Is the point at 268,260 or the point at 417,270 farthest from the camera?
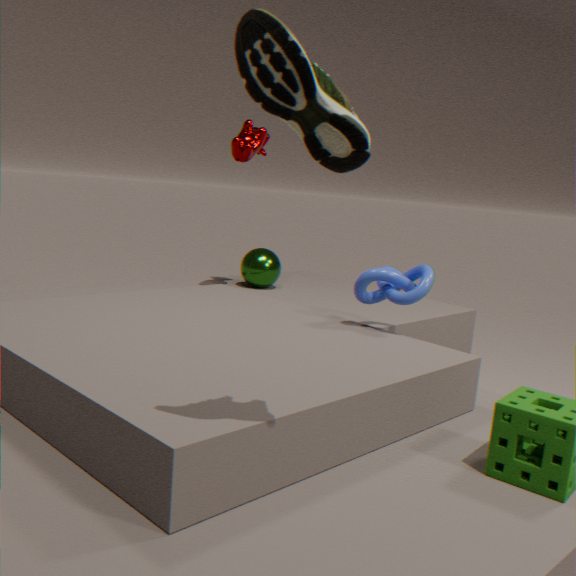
the point at 268,260
